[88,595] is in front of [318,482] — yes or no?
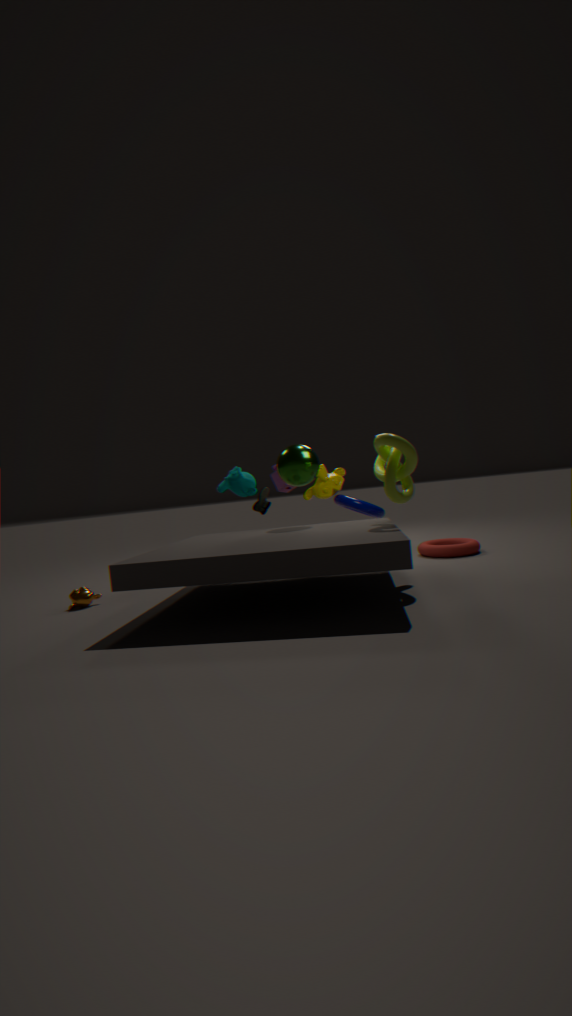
Yes
